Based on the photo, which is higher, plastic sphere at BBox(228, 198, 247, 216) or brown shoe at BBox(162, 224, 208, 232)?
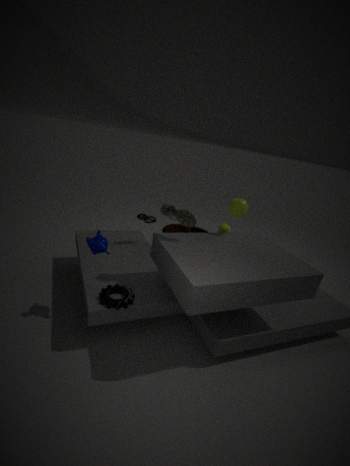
plastic sphere at BBox(228, 198, 247, 216)
